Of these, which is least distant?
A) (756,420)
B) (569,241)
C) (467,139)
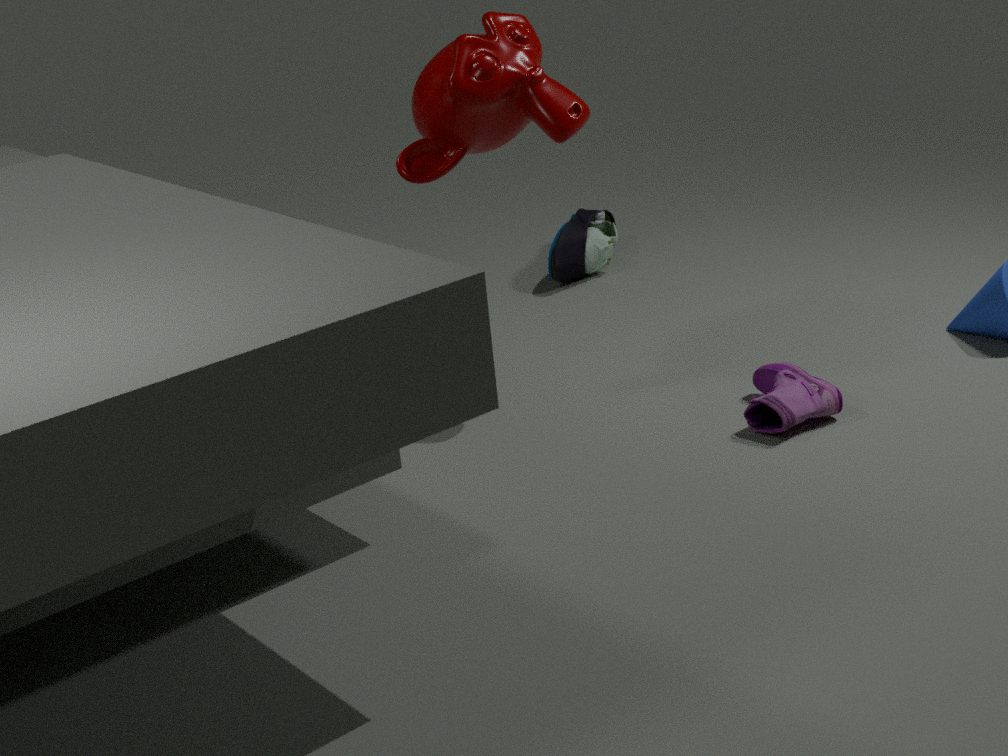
(756,420)
